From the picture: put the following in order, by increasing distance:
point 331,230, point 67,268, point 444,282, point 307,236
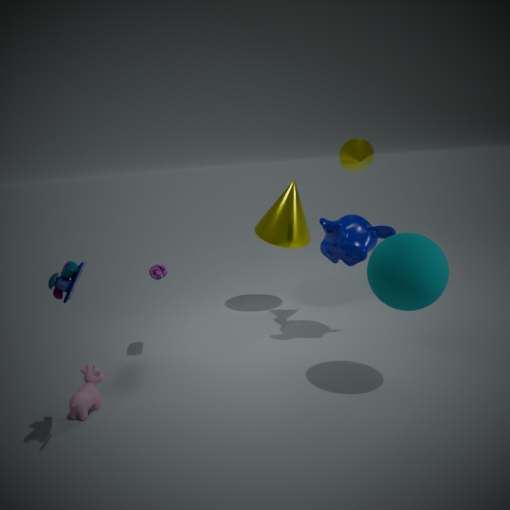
1. point 67,268
2. point 444,282
3. point 331,230
4. point 307,236
